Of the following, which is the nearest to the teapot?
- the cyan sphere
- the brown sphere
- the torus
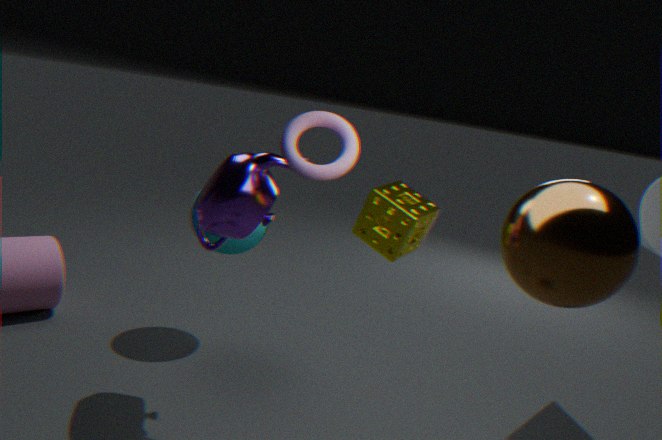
the torus
